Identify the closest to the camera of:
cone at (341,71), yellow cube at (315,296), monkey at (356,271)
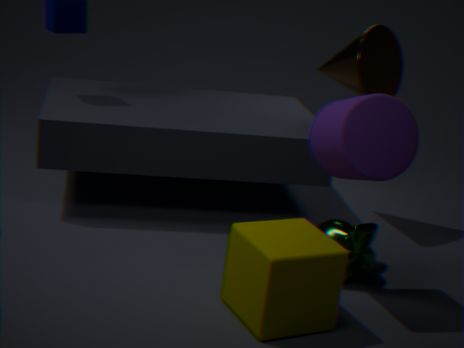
yellow cube at (315,296)
